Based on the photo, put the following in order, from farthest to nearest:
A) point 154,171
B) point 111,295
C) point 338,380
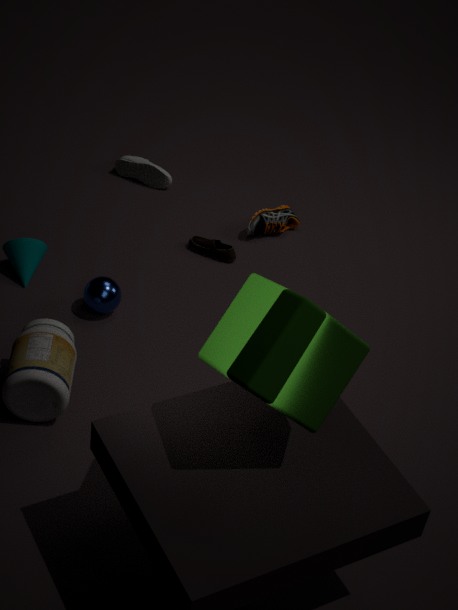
point 154,171 < point 111,295 < point 338,380
